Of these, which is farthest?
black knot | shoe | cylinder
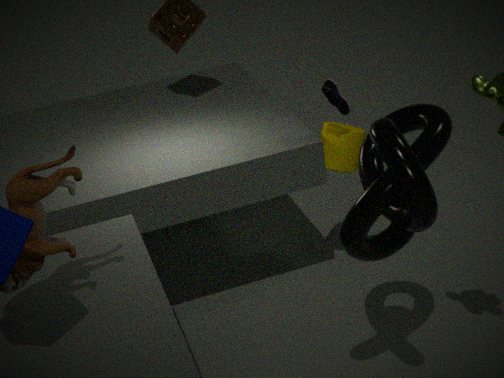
cylinder
